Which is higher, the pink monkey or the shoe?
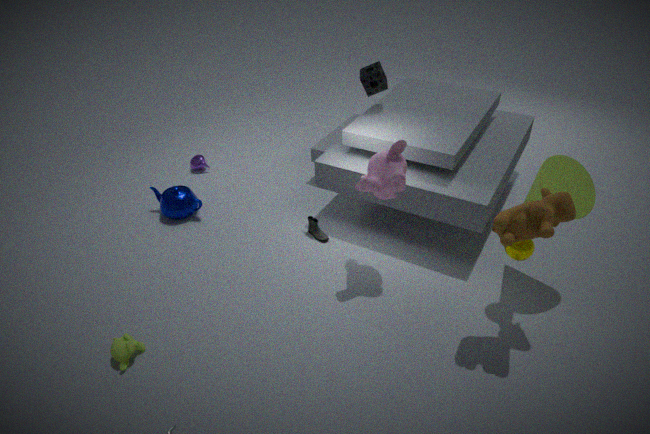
the pink monkey
